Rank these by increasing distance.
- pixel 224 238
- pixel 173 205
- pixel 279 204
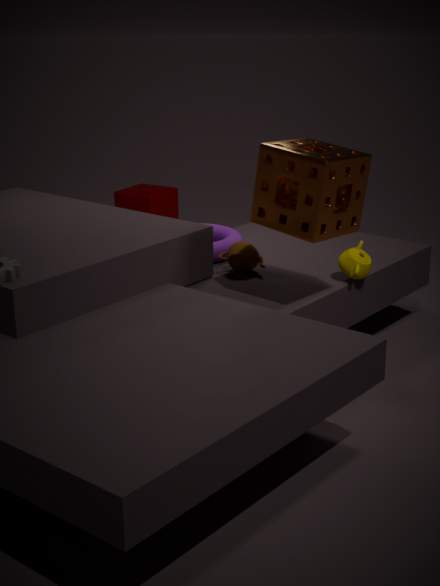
pixel 279 204 → pixel 224 238 → pixel 173 205
